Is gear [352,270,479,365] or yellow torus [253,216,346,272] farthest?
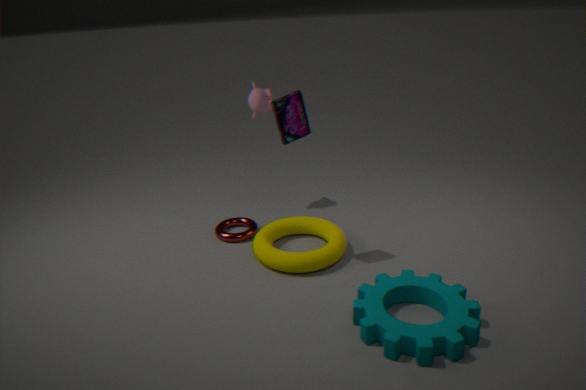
yellow torus [253,216,346,272]
